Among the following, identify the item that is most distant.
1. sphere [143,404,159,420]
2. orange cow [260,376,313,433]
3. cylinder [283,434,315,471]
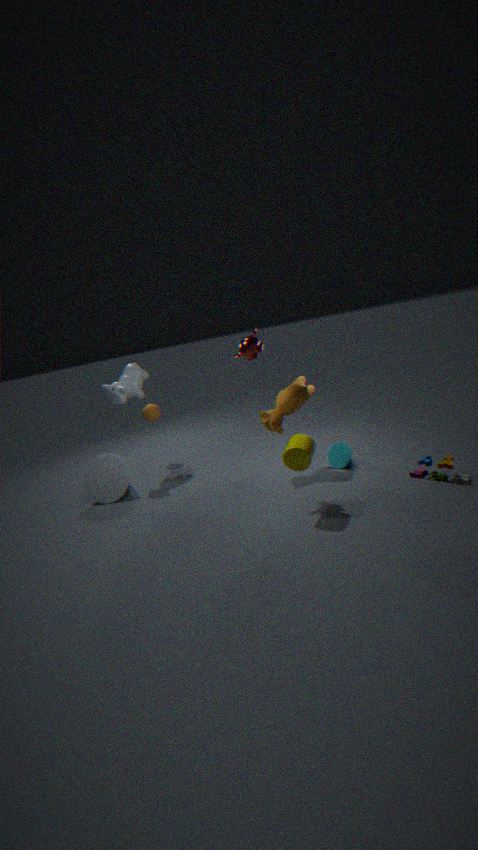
sphere [143,404,159,420]
